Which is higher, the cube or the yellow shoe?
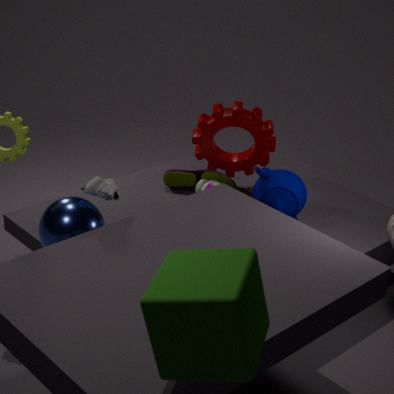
the cube
